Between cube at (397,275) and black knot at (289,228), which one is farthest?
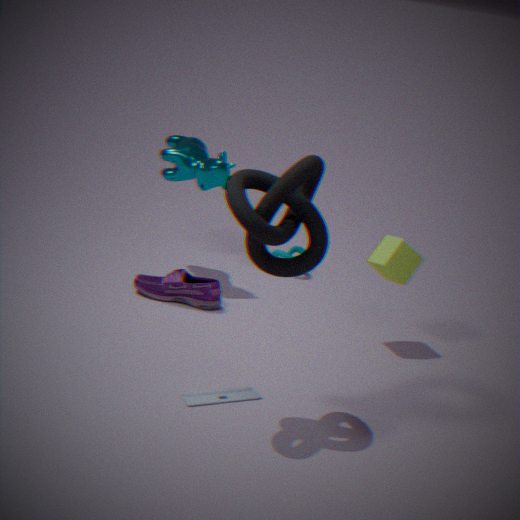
cube at (397,275)
